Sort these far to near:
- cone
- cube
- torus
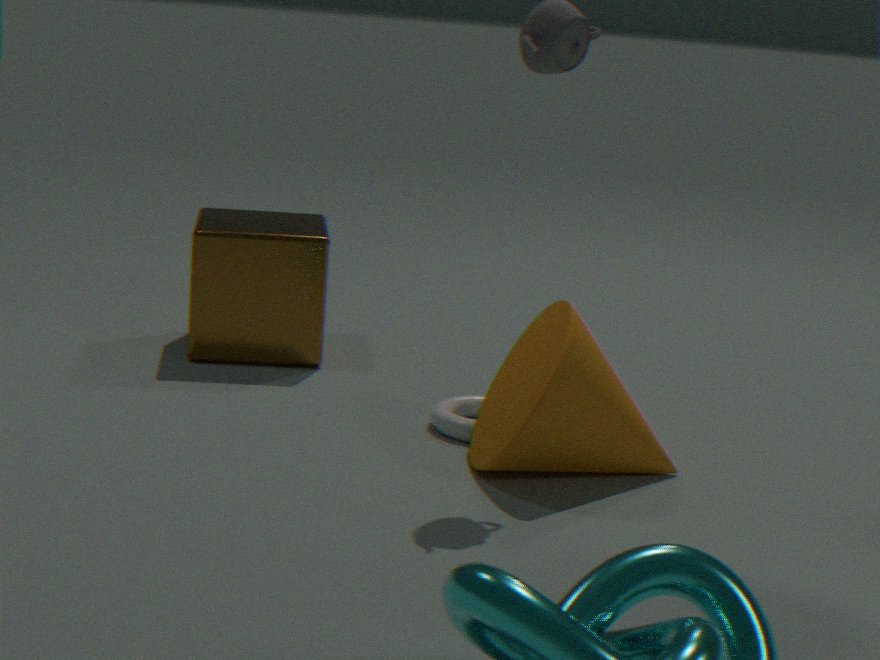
1. cube
2. torus
3. cone
